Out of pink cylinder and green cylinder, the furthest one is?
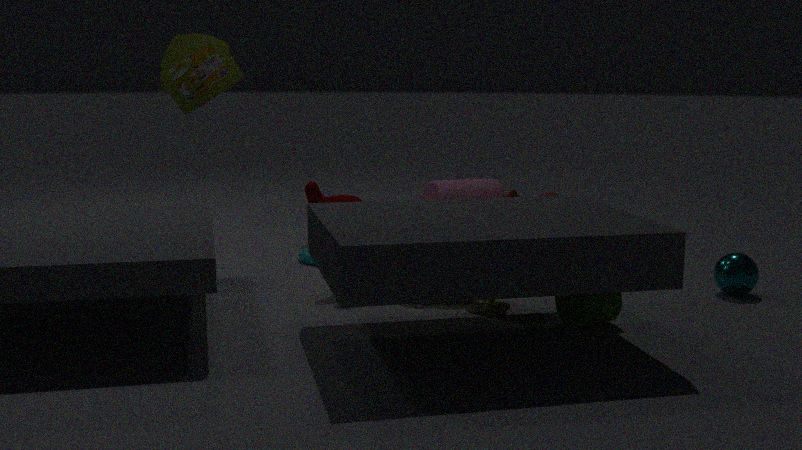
pink cylinder
